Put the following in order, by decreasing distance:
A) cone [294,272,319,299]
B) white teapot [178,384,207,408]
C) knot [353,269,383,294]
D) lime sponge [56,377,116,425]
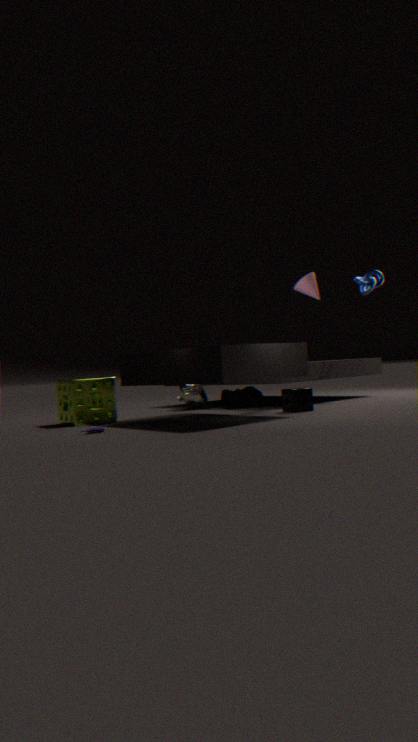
white teapot [178,384,207,408], knot [353,269,383,294], cone [294,272,319,299], lime sponge [56,377,116,425]
